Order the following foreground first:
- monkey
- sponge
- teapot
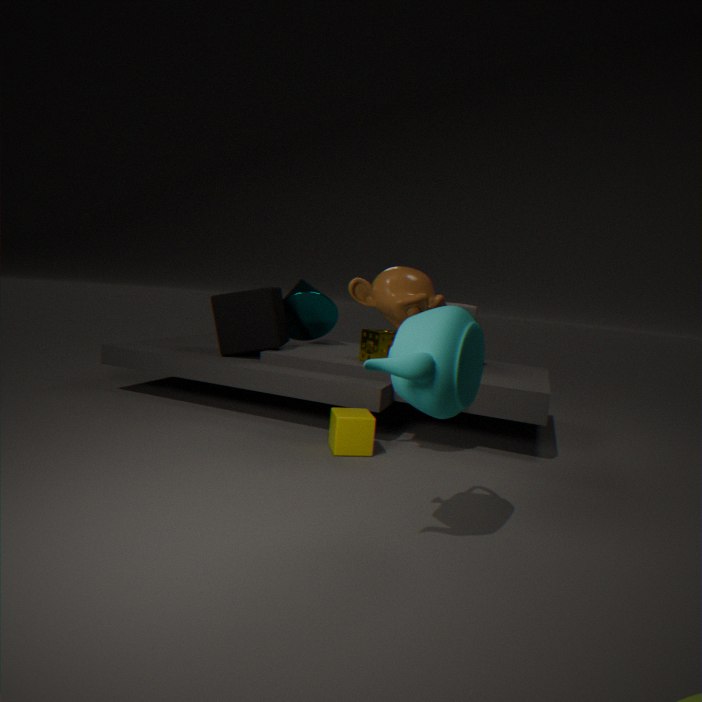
teapot, monkey, sponge
